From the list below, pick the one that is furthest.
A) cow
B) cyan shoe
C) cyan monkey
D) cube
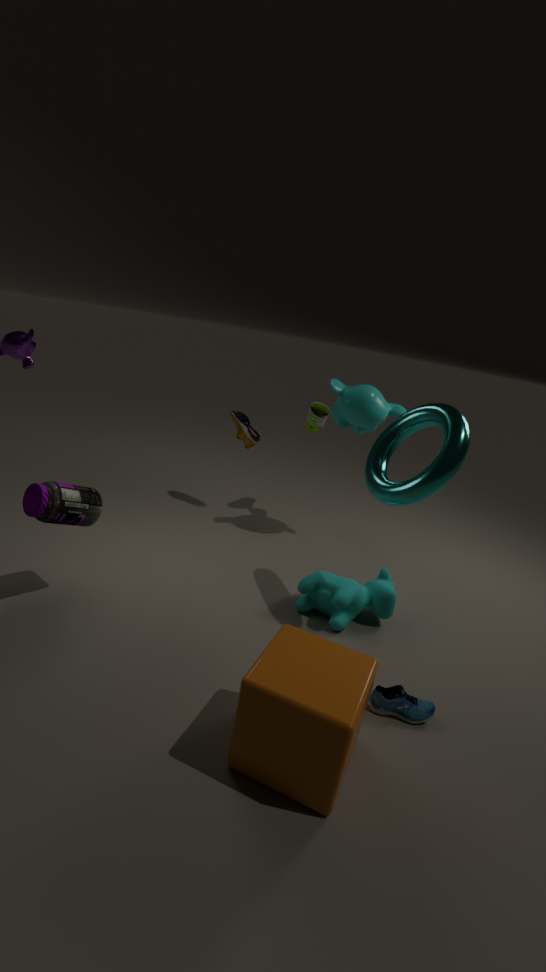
cyan monkey
